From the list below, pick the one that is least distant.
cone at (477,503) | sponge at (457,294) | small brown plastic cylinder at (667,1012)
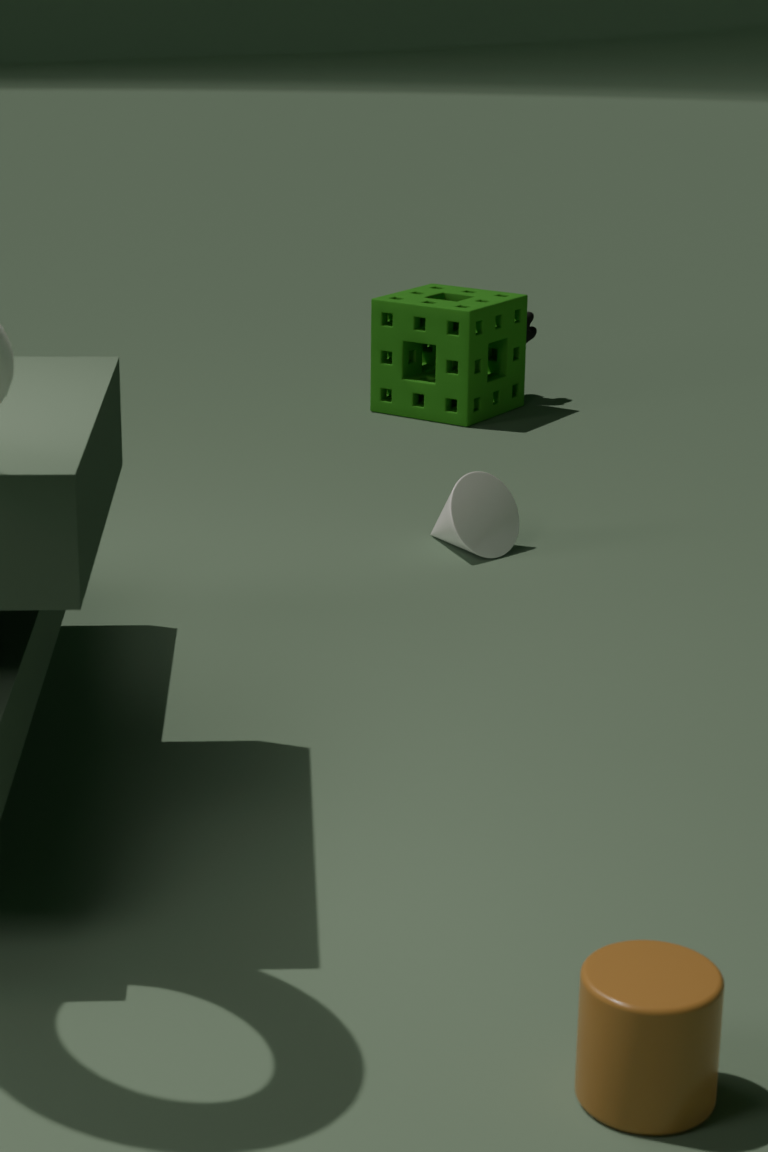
small brown plastic cylinder at (667,1012)
